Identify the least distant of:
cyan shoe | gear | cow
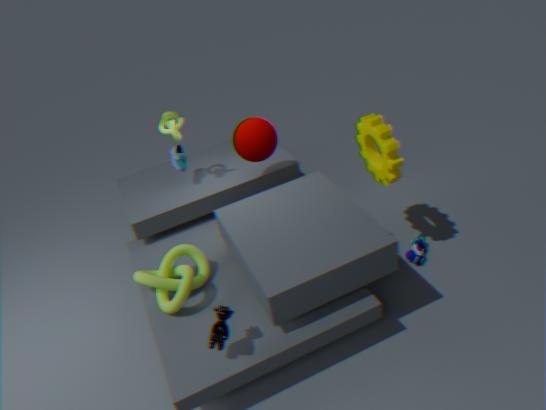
cow
